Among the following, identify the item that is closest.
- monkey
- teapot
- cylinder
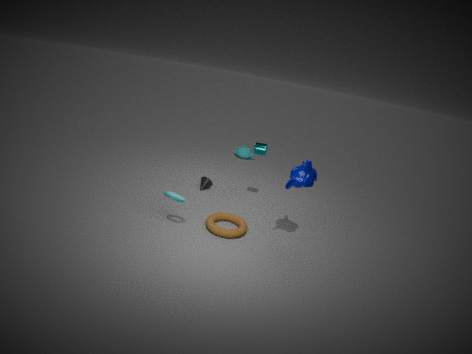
monkey
